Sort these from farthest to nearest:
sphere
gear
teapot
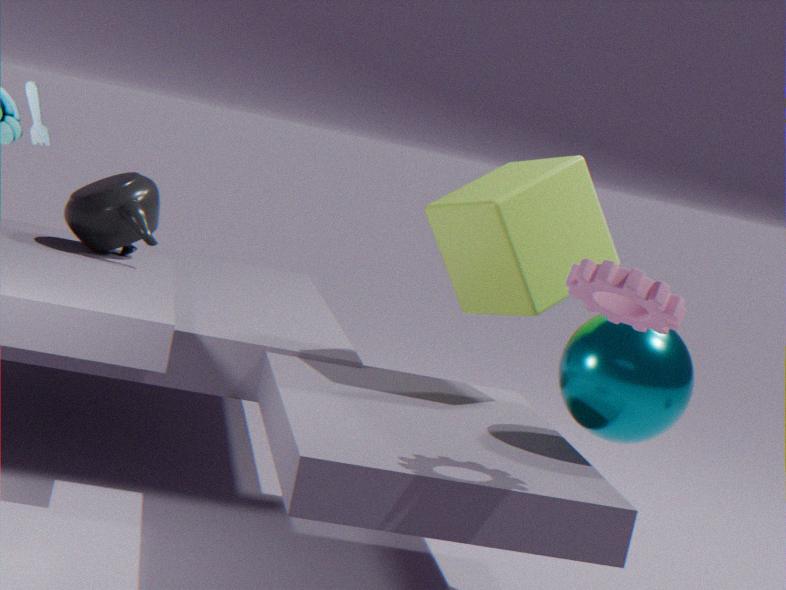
teapot < sphere < gear
